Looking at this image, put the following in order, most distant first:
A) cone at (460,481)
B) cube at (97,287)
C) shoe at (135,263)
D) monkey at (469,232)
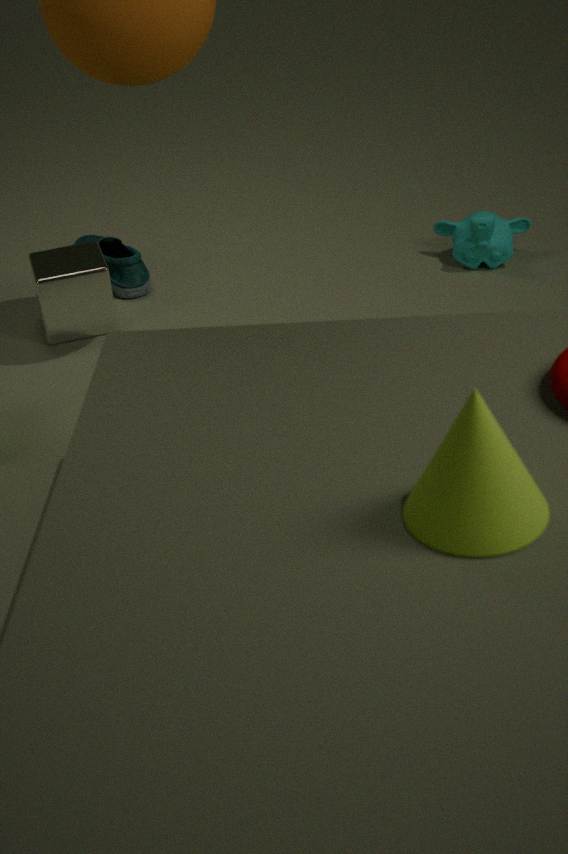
shoe at (135,263), monkey at (469,232), cube at (97,287), cone at (460,481)
